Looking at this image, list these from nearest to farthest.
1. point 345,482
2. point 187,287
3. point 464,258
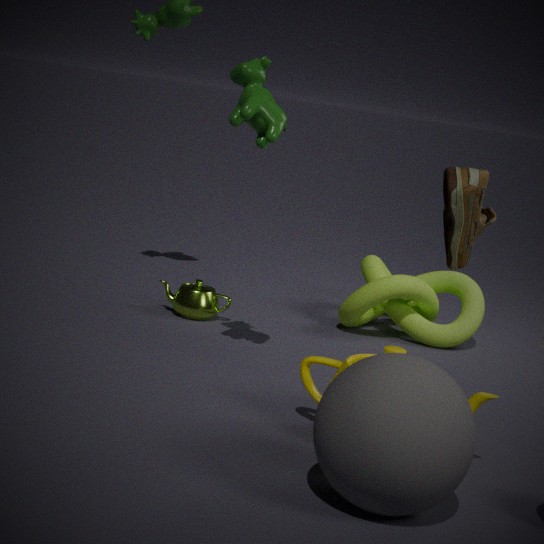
point 345,482, point 464,258, point 187,287
